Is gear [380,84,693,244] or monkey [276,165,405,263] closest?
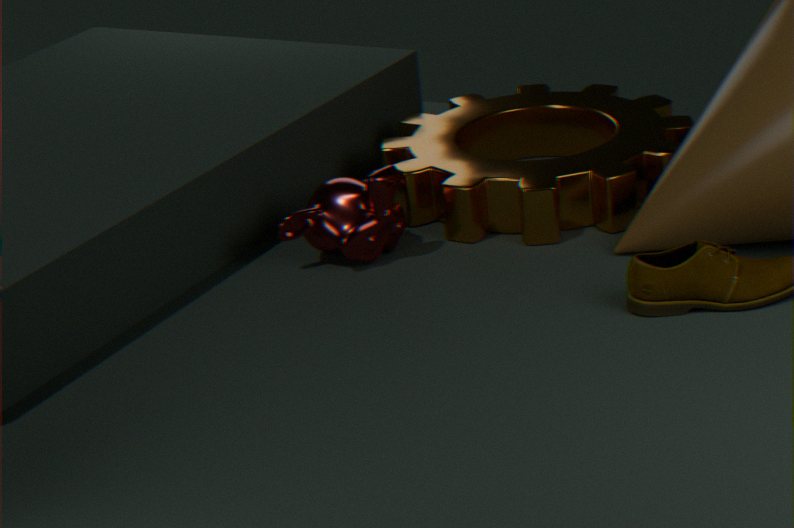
monkey [276,165,405,263]
